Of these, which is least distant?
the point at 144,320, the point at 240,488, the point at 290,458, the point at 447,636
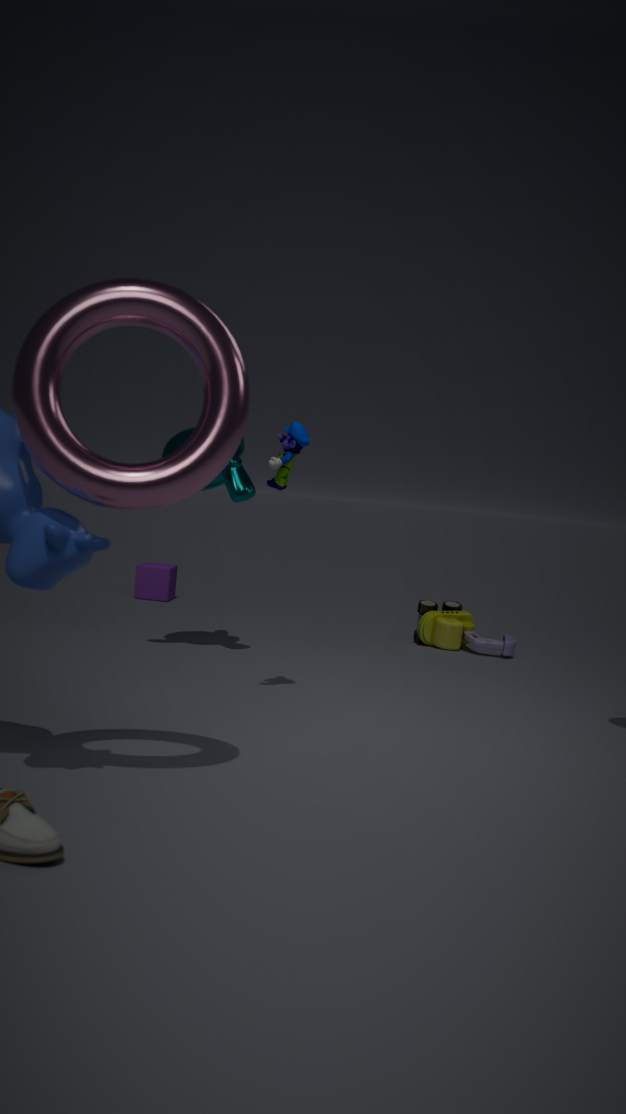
the point at 144,320
